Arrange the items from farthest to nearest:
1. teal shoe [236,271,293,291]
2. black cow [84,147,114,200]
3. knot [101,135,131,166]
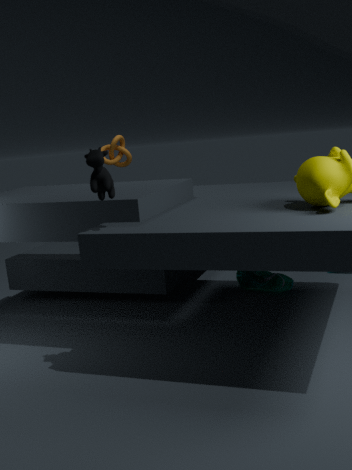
knot [101,135,131,166] → teal shoe [236,271,293,291] → black cow [84,147,114,200]
